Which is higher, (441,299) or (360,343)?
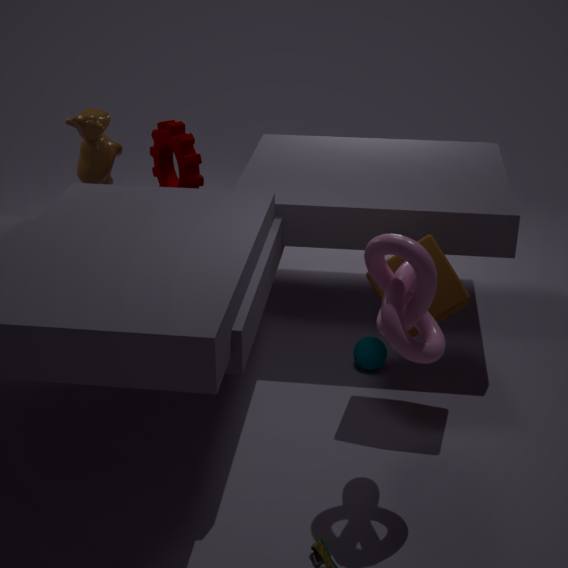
(441,299)
